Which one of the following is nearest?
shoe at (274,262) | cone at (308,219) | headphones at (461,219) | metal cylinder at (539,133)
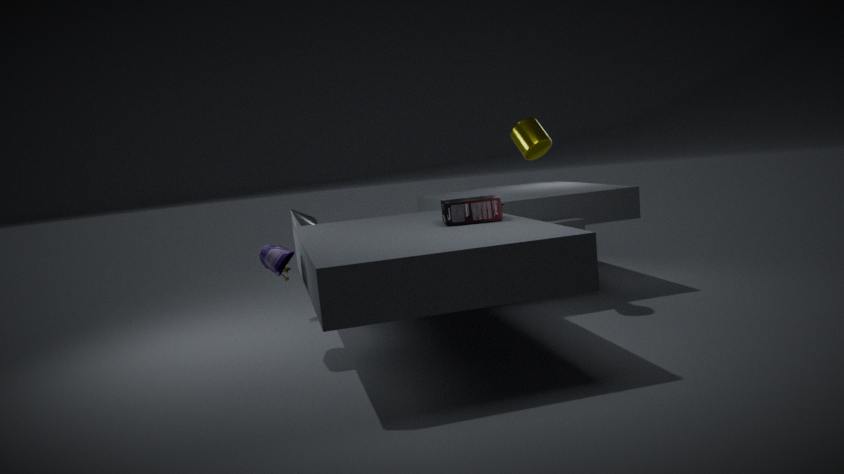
shoe at (274,262)
